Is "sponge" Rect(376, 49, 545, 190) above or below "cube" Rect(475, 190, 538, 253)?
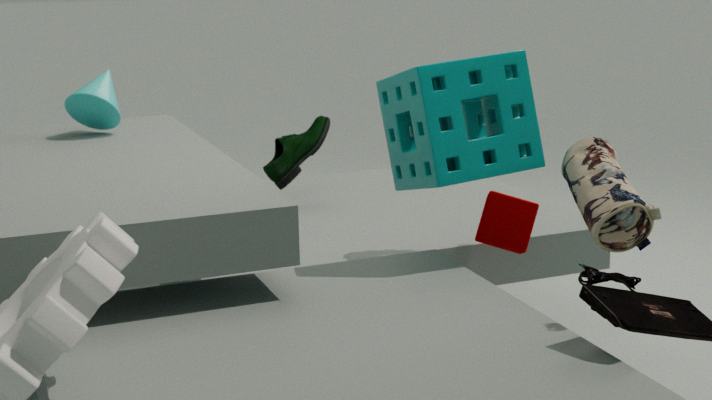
above
